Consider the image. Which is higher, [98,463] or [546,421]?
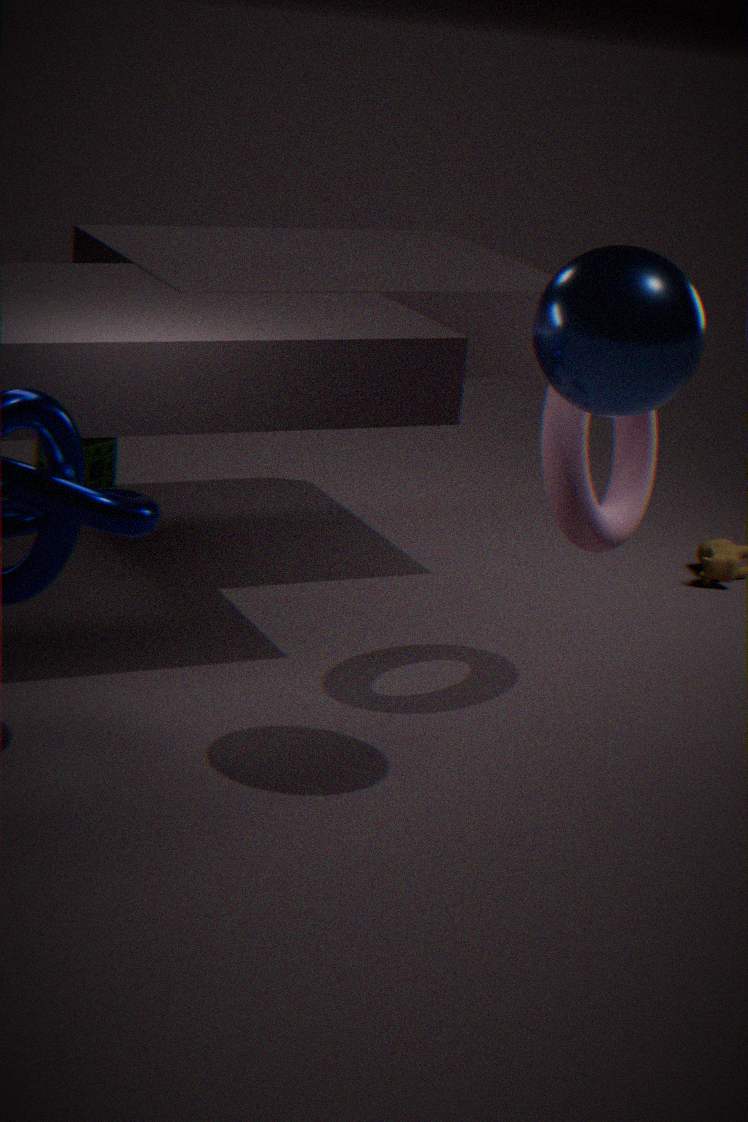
[546,421]
